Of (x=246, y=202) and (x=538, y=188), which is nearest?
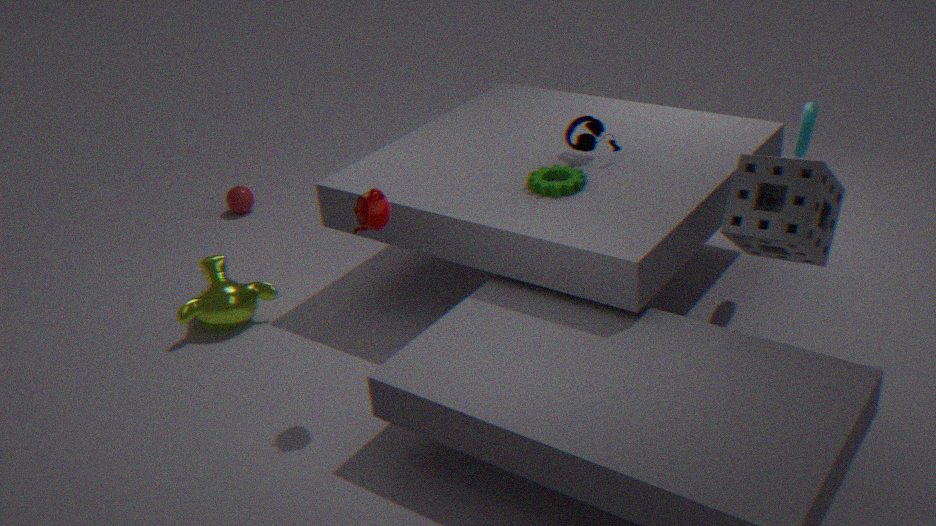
(x=538, y=188)
